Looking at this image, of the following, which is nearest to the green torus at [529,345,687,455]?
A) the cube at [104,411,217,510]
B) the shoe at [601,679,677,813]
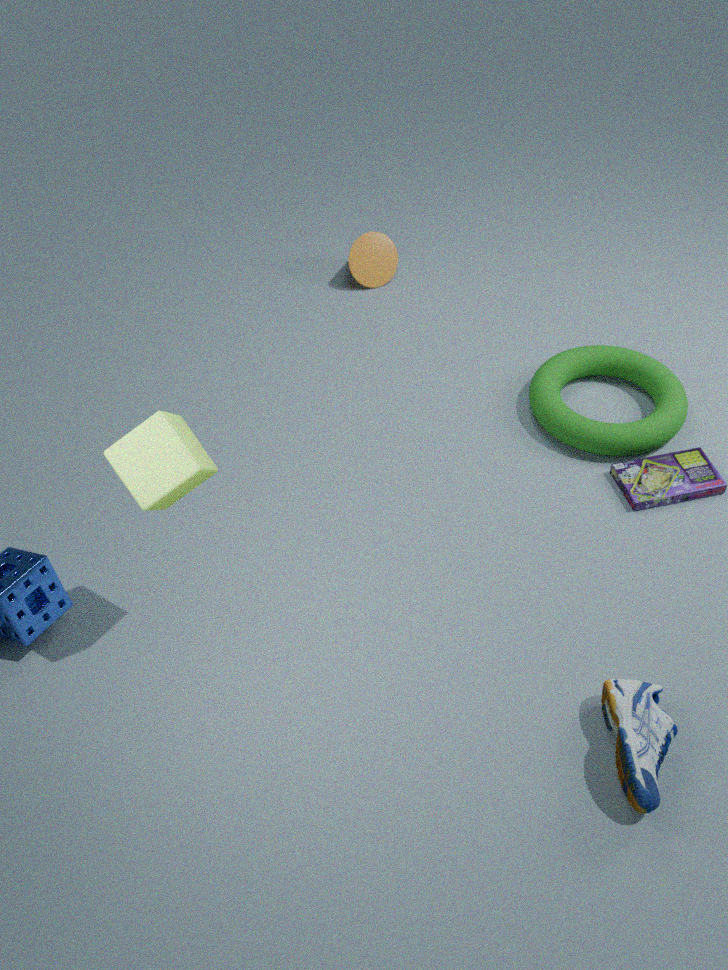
the shoe at [601,679,677,813]
